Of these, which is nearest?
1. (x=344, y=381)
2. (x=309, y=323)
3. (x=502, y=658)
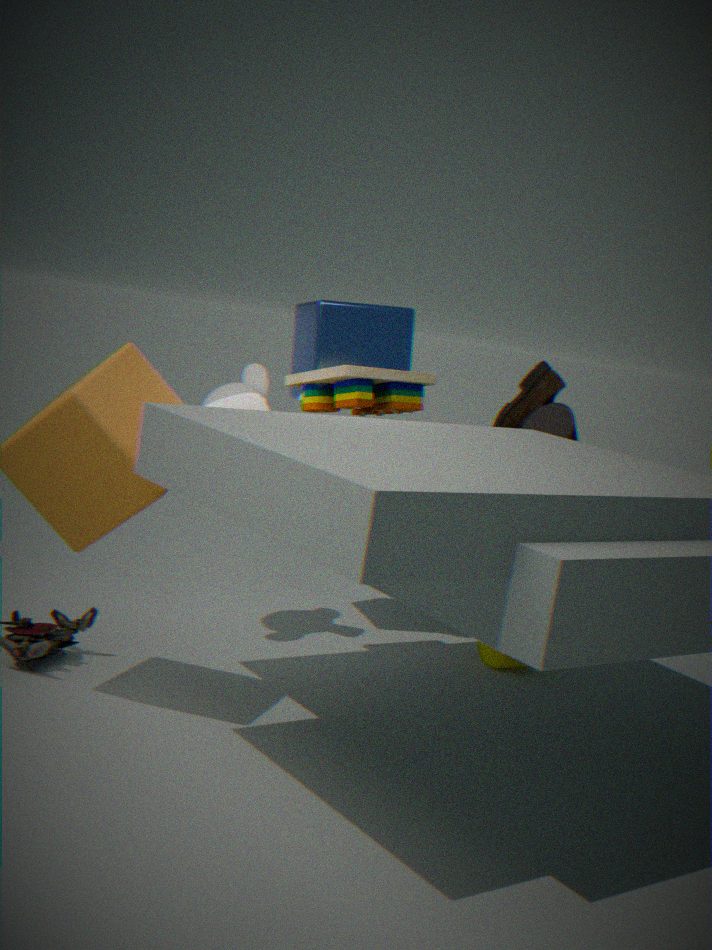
(x=344, y=381)
